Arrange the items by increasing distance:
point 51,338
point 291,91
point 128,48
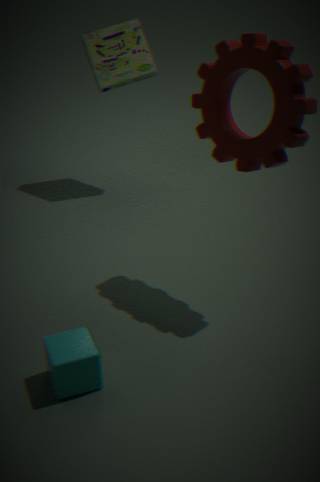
point 291,91
point 51,338
point 128,48
